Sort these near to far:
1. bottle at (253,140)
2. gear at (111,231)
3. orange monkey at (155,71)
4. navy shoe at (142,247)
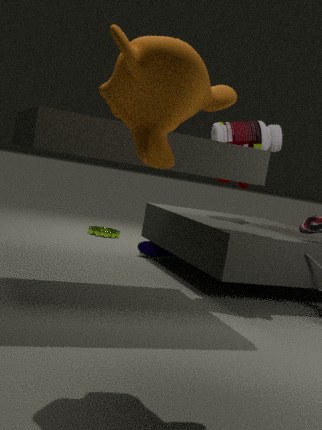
orange monkey at (155,71), bottle at (253,140), navy shoe at (142,247), gear at (111,231)
